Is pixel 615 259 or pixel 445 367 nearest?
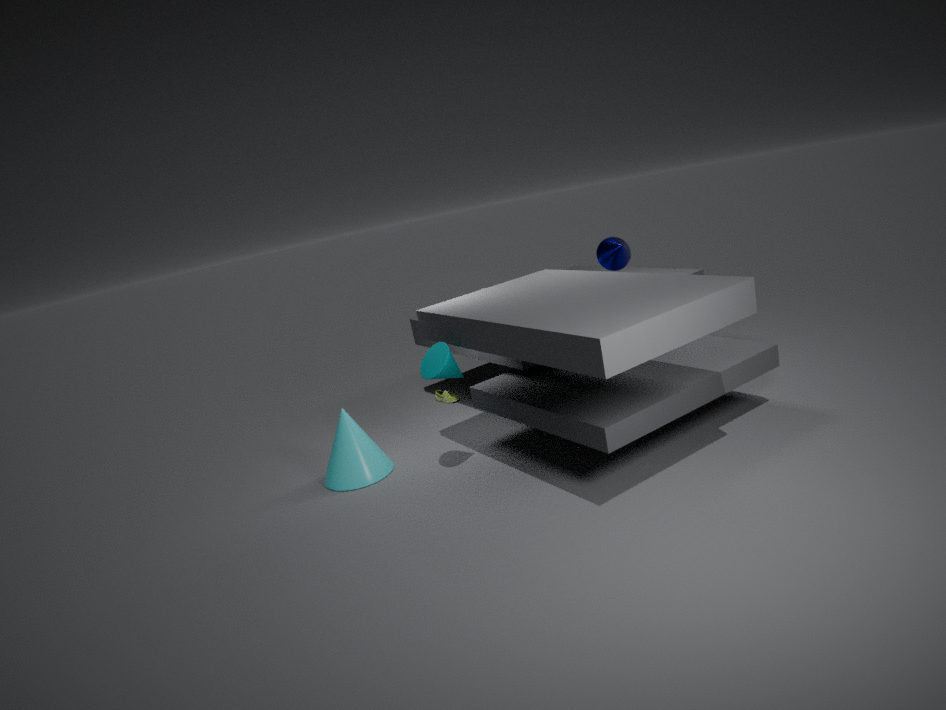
pixel 445 367
